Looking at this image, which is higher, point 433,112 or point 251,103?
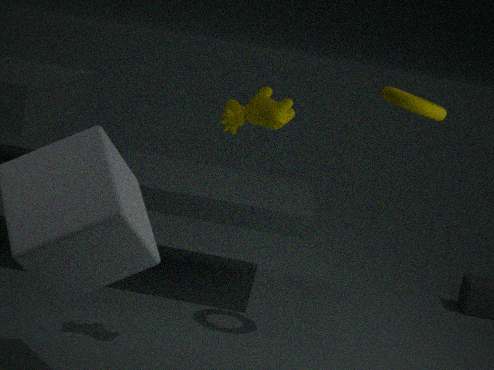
point 433,112
